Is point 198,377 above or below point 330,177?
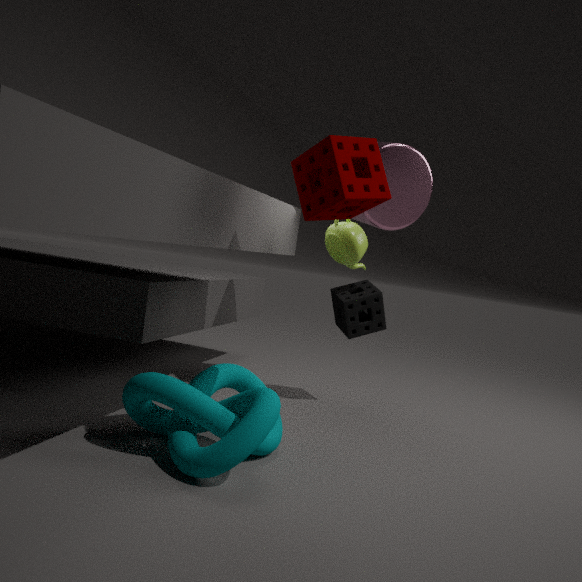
below
